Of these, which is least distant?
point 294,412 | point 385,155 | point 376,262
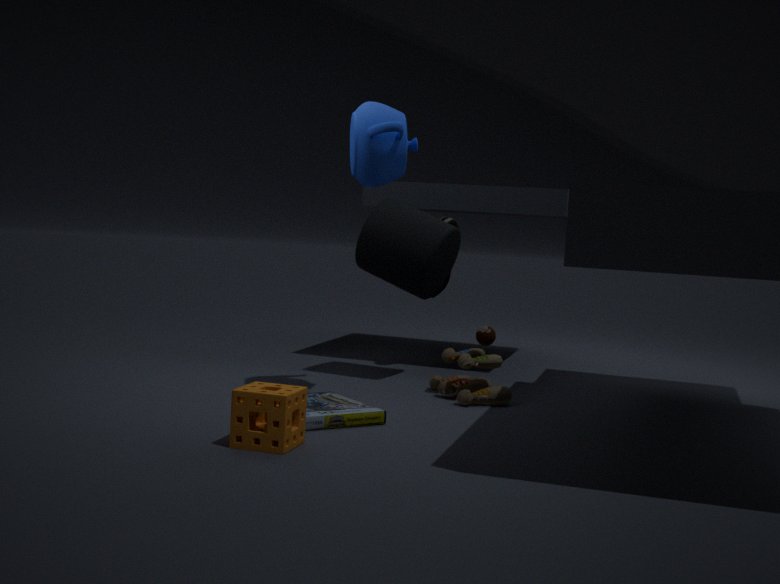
point 294,412
